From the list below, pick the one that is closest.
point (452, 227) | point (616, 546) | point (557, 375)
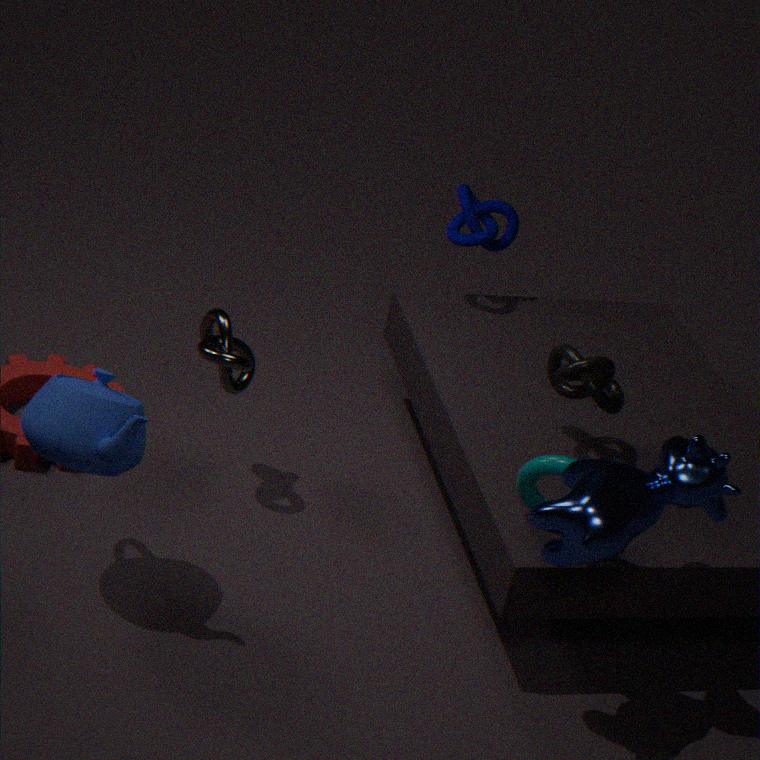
point (616, 546)
